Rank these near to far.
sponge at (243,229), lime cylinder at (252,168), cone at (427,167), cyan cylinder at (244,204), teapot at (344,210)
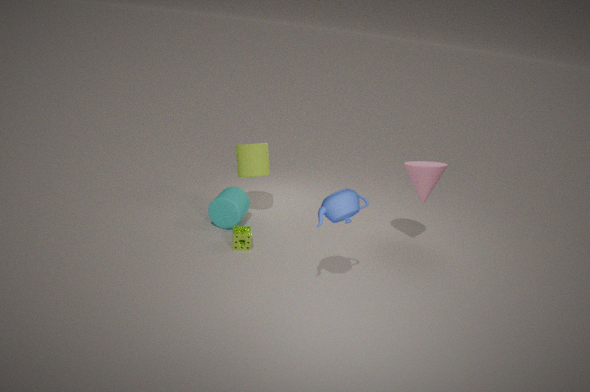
teapot at (344,210) < sponge at (243,229) < cone at (427,167) < cyan cylinder at (244,204) < lime cylinder at (252,168)
